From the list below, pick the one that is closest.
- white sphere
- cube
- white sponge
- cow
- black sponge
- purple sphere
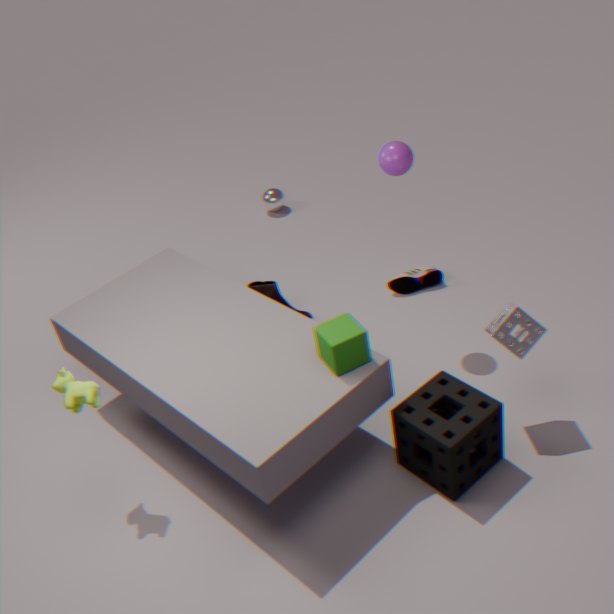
cube
